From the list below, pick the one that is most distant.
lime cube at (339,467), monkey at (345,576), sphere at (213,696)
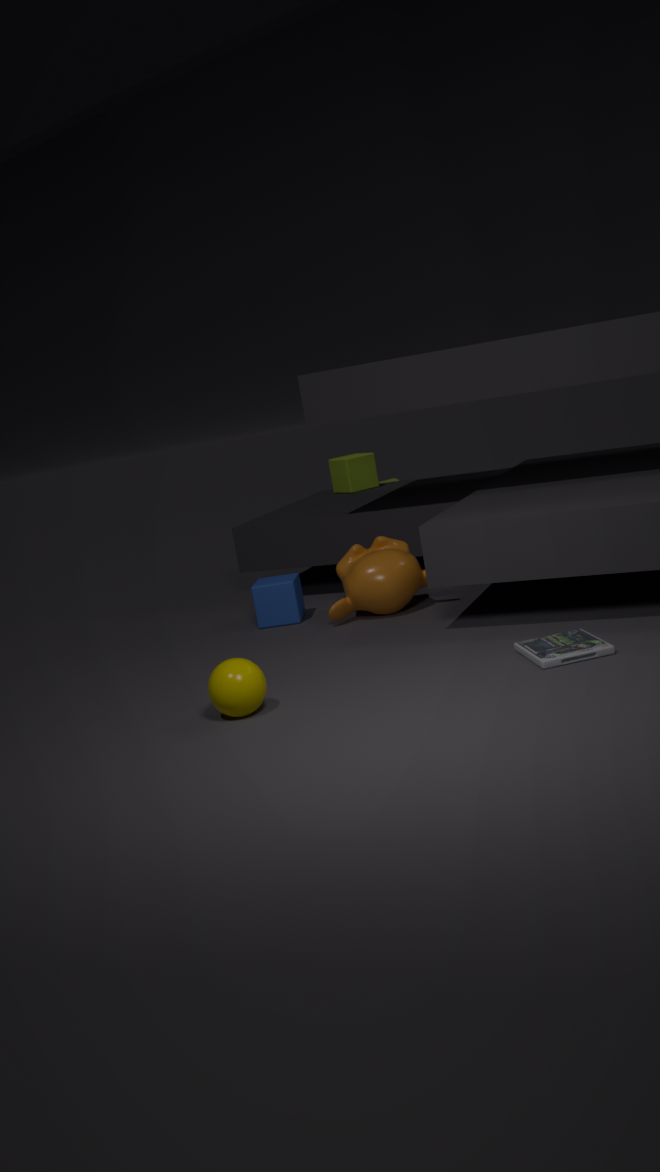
lime cube at (339,467)
